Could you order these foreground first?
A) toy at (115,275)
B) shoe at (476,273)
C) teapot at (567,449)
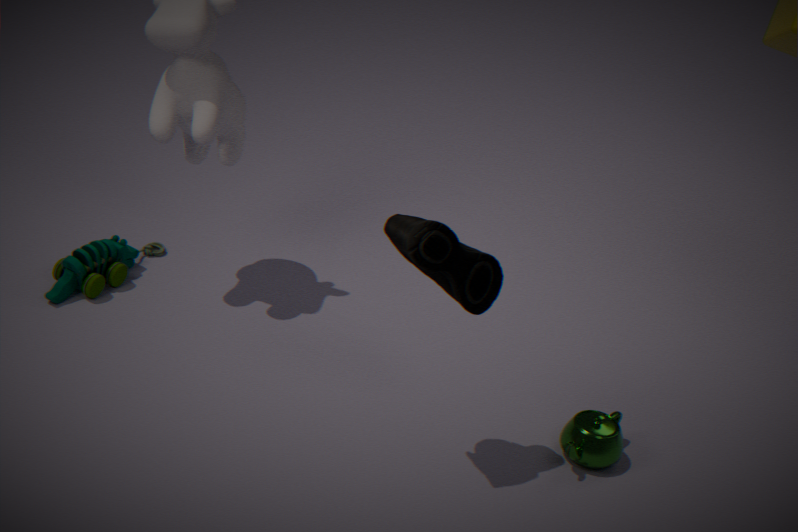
shoe at (476,273)
teapot at (567,449)
toy at (115,275)
